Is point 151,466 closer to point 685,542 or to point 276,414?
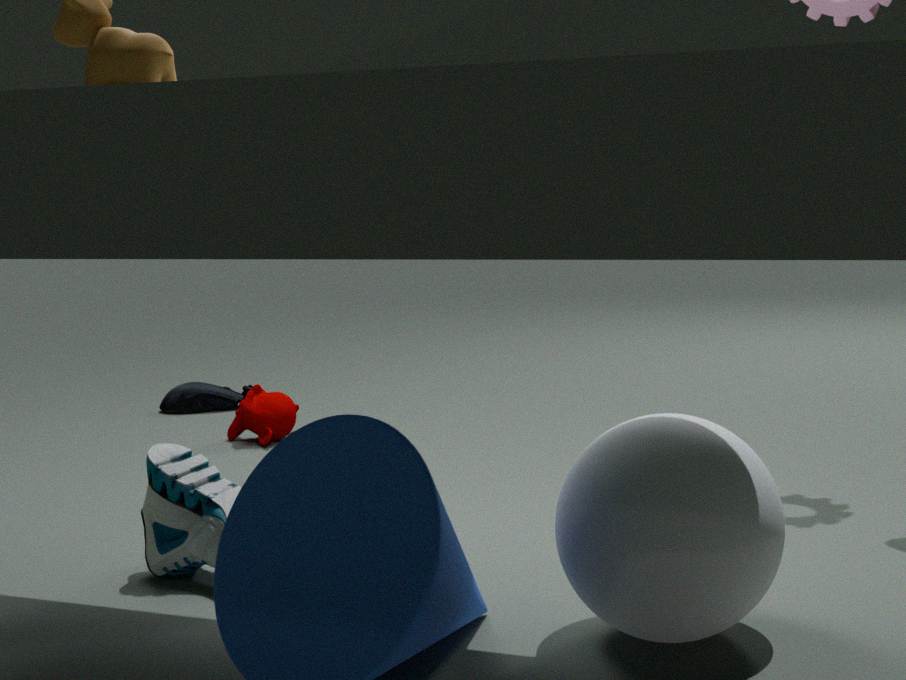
point 685,542
